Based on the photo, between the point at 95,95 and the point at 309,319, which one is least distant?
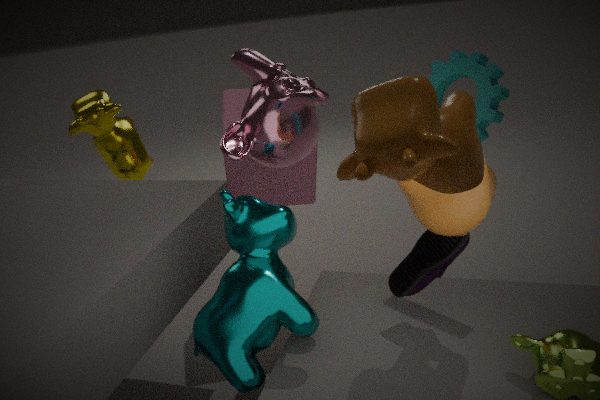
the point at 309,319
